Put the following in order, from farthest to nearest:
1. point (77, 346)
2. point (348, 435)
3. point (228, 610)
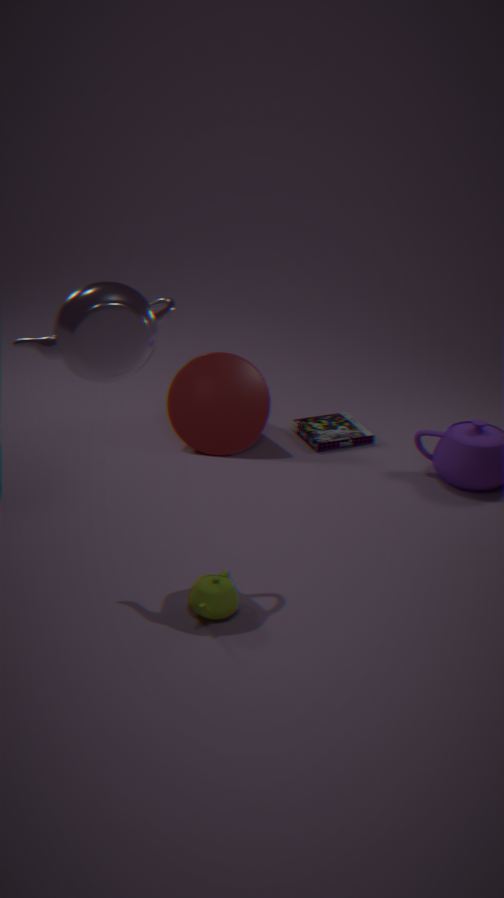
point (348, 435), point (228, 610), point (77, 346)
